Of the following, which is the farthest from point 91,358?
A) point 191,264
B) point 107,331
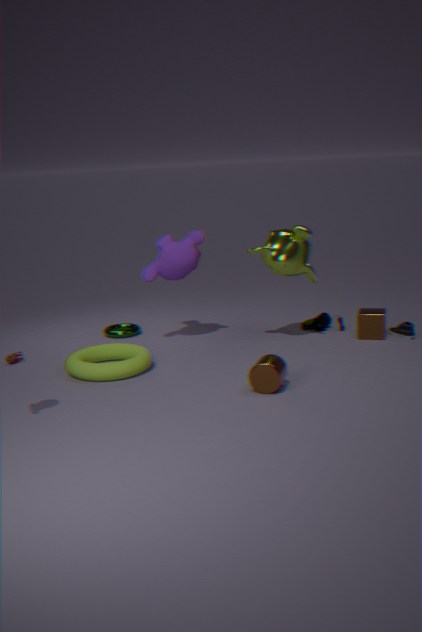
point 191,264
